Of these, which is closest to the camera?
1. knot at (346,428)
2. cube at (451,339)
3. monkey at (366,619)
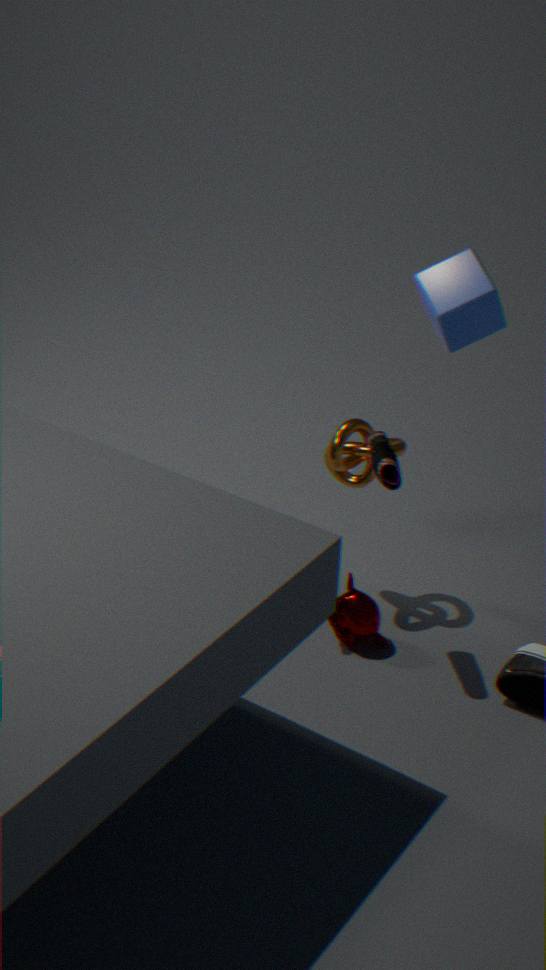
cube at (451,339)
